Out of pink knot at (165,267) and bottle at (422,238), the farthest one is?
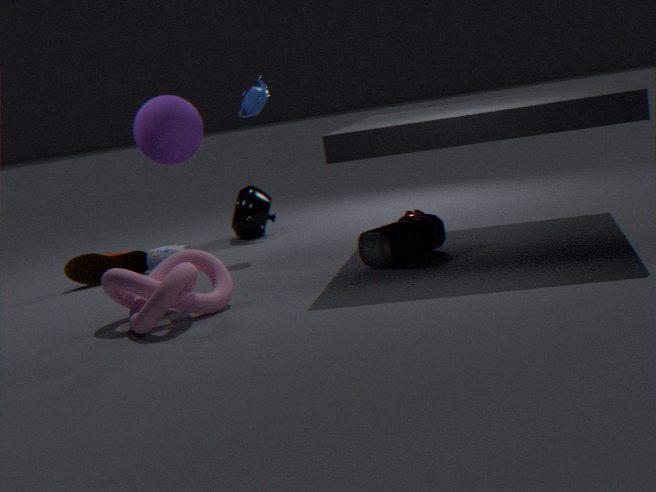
bottle at (422,238)
